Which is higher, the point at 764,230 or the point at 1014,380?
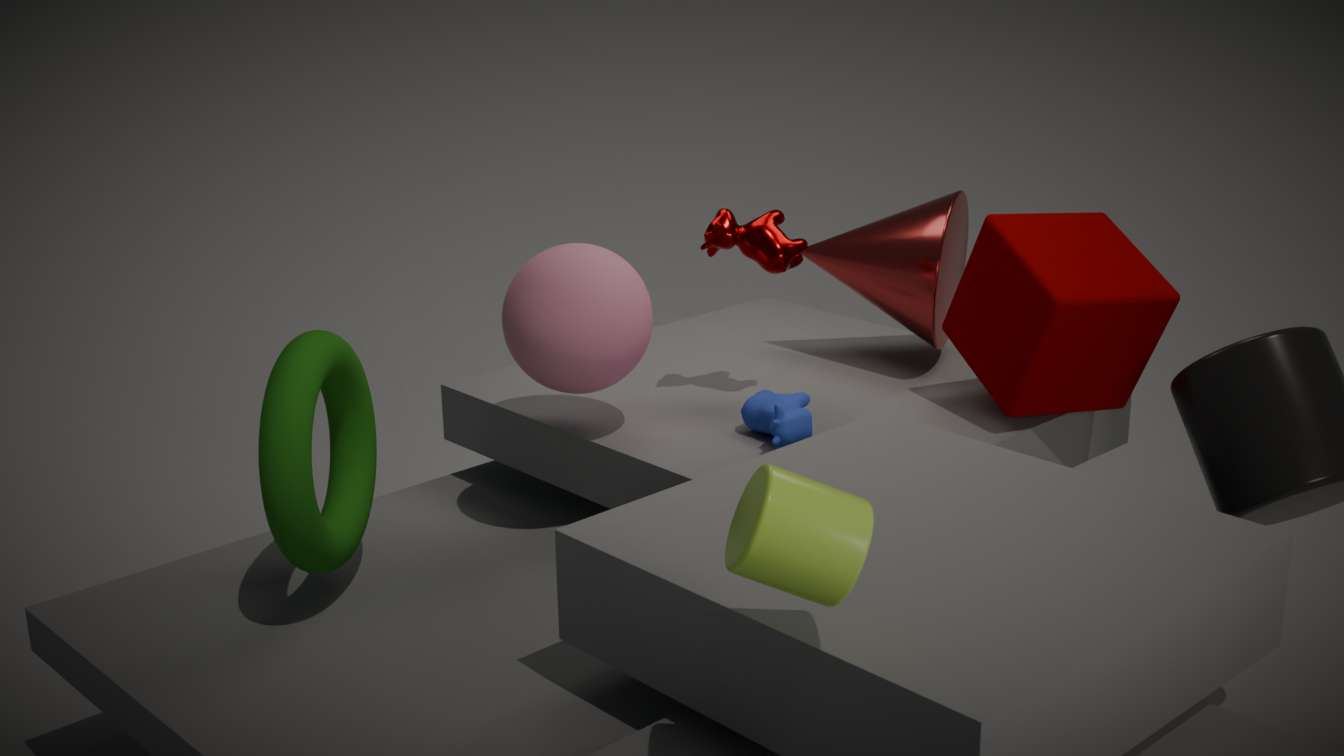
the point at 764,230
